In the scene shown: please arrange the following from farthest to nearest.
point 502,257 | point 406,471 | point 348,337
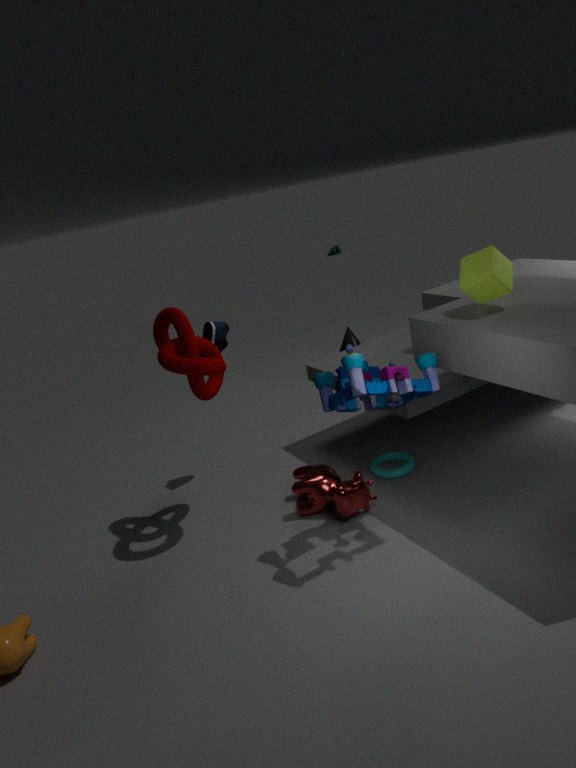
point 348,337 < point 406,471 < point 502,257
